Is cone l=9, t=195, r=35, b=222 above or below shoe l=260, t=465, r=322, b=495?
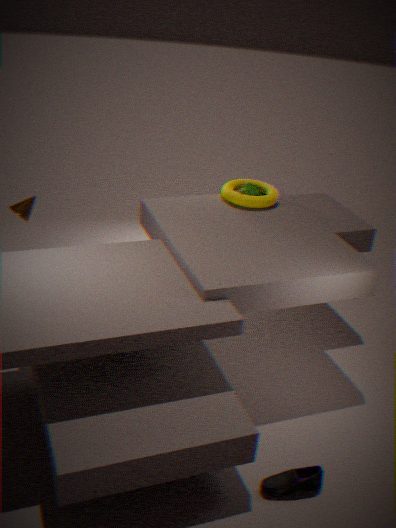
above
